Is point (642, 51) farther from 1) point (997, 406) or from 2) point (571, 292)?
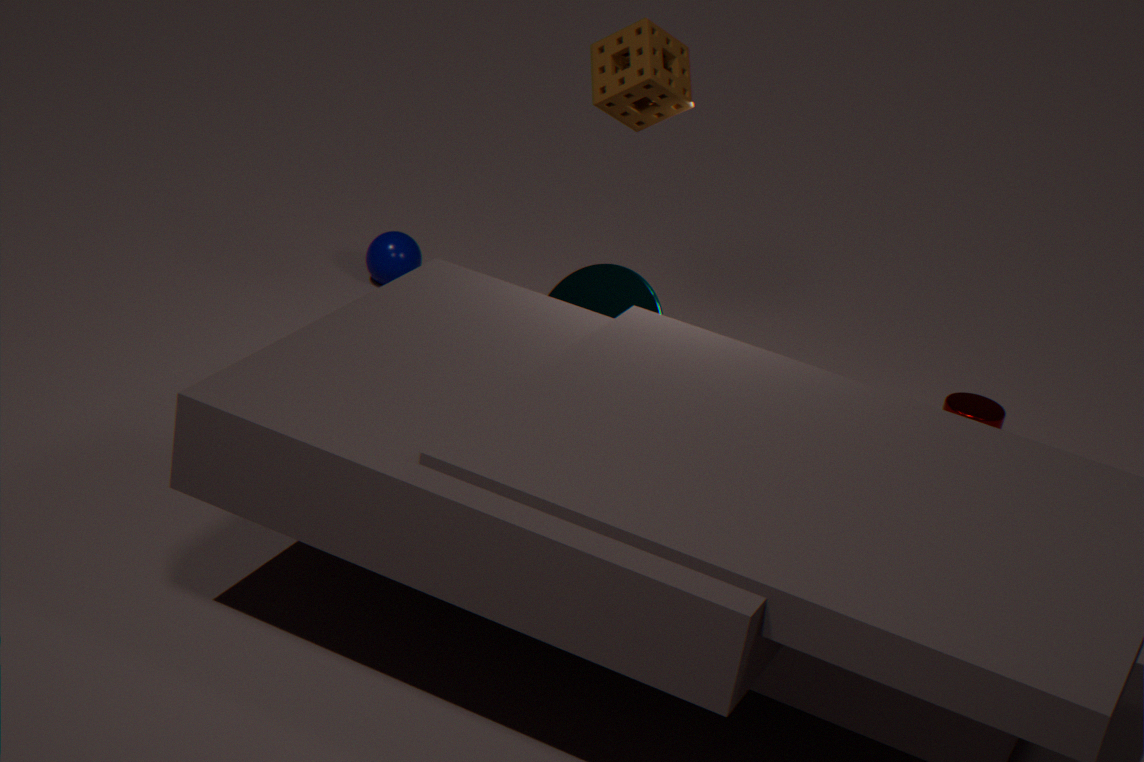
1) point (997, 406)
